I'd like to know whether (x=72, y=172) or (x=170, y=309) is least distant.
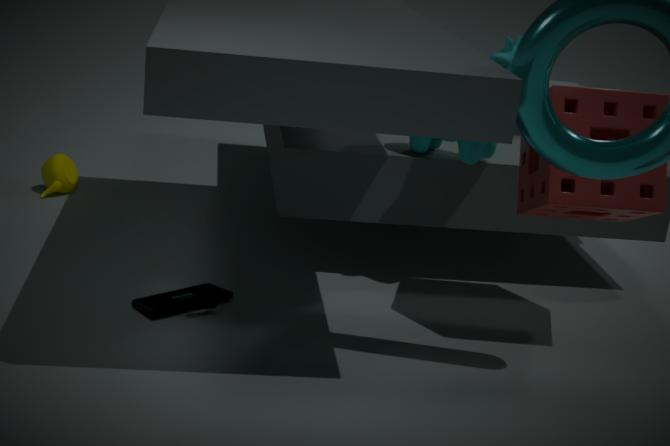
(x=170, y=309)
